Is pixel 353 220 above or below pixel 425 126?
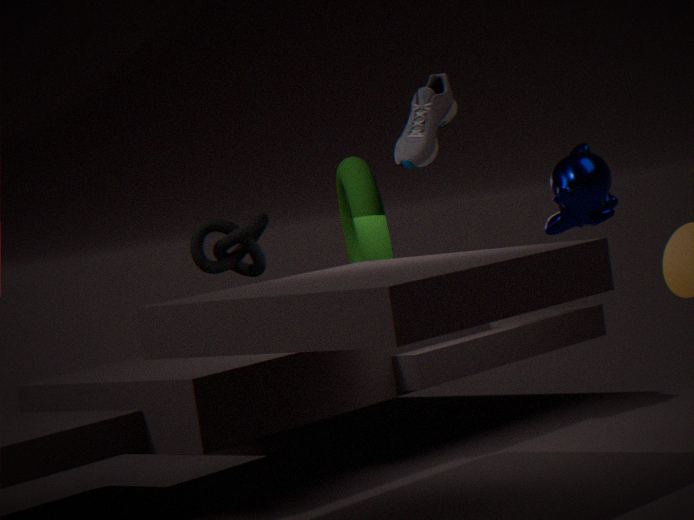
below
